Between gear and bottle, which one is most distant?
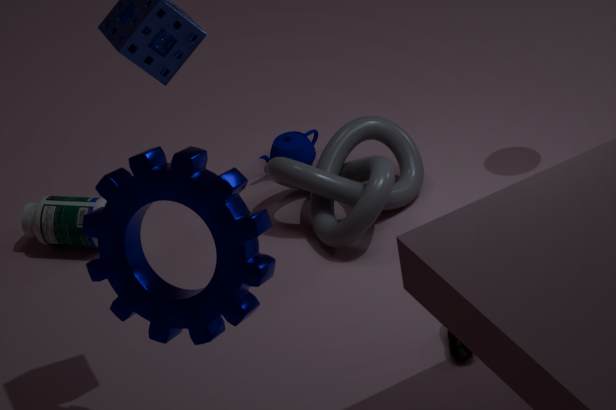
bottle
